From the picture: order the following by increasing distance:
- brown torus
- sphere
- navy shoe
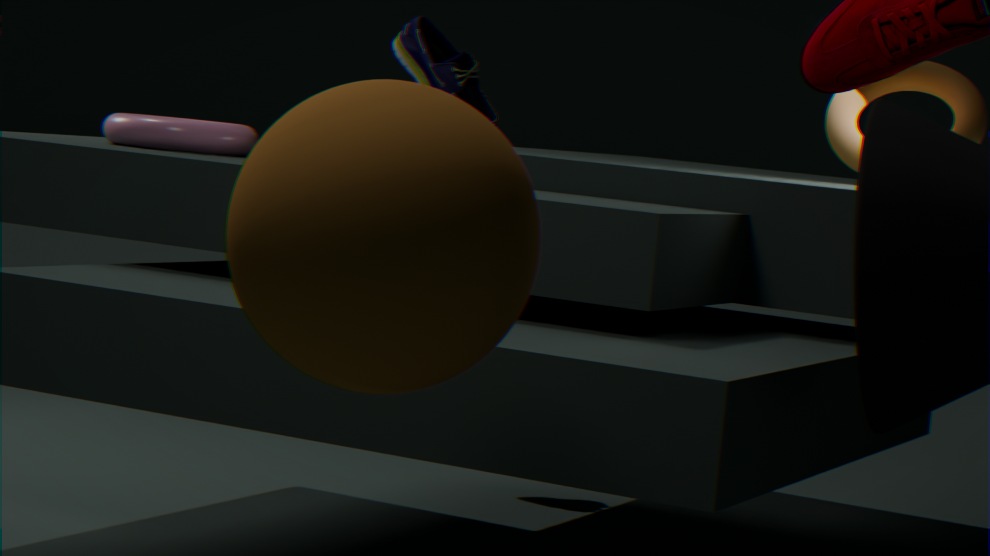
sphere
brown torus
navy shoe
